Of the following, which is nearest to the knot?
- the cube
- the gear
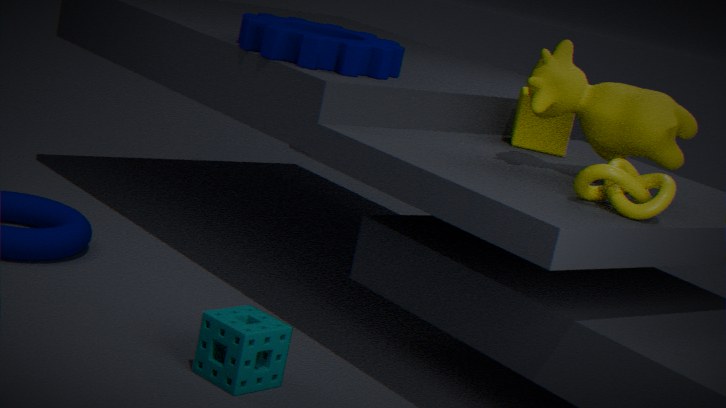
the cube
